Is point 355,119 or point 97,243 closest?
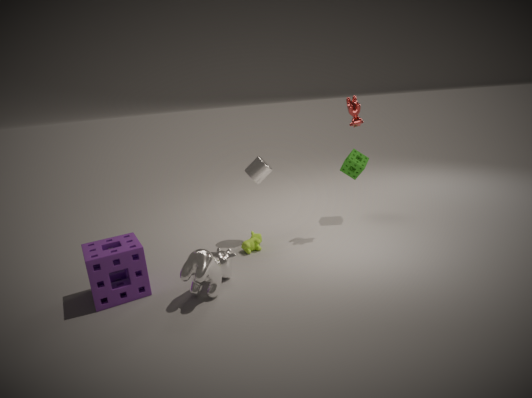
point 97,243
